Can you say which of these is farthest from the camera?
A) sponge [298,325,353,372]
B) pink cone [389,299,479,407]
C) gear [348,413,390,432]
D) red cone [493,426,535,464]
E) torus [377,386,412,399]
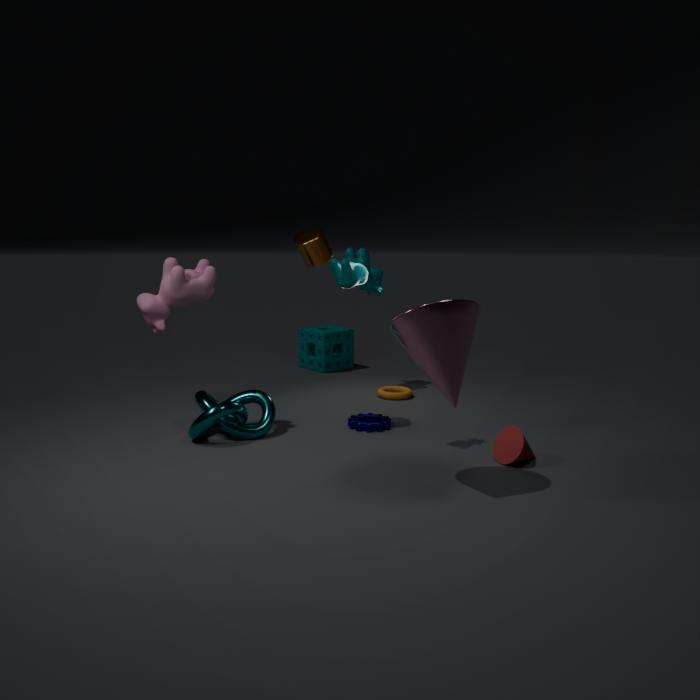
sponge [298,325,353,372]
